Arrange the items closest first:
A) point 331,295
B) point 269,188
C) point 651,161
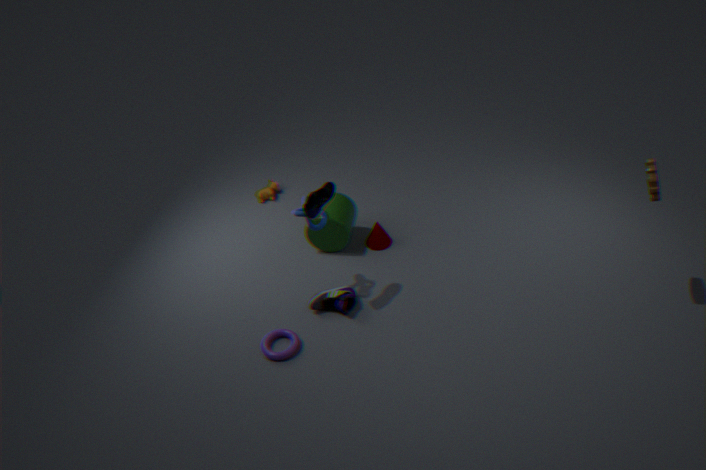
point 651,161
point 331,295
point 269,188
